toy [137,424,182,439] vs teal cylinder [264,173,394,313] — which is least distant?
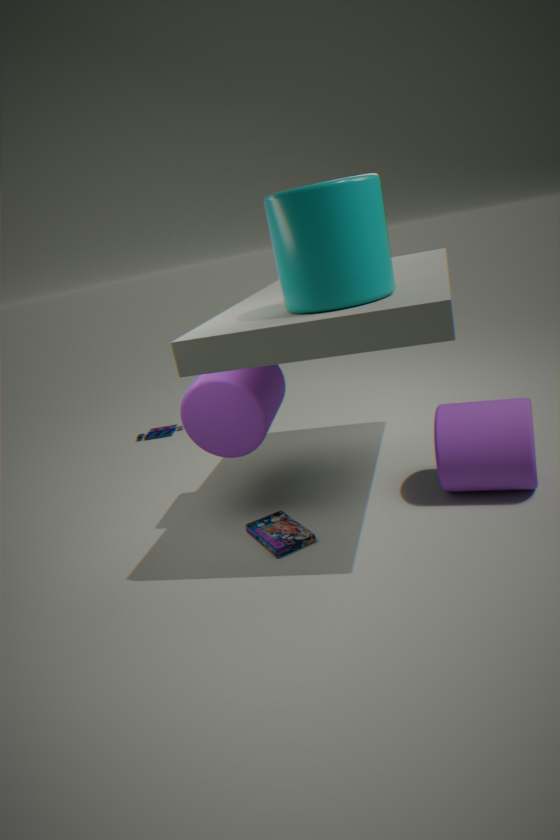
teal cylinder [264,173,394,313]
